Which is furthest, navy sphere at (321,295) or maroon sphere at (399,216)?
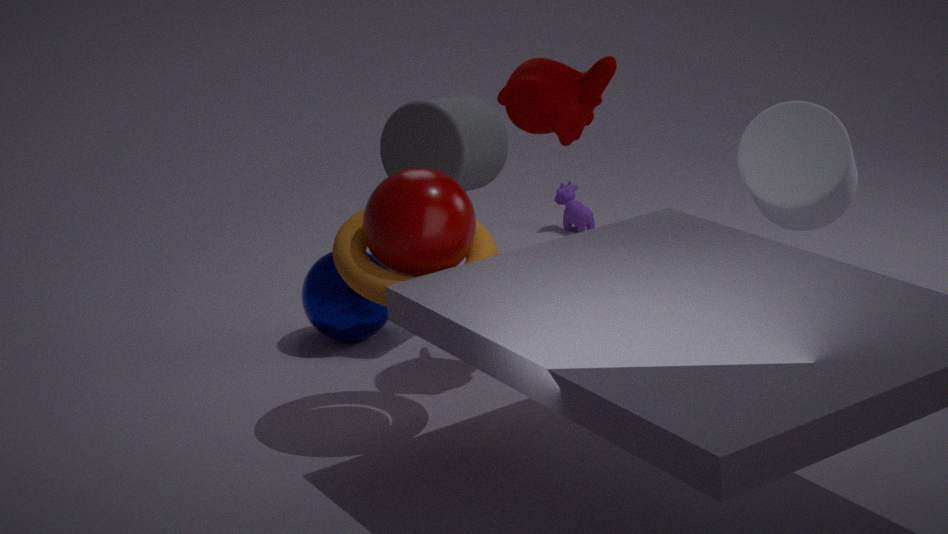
navy sphere at (321,295)
